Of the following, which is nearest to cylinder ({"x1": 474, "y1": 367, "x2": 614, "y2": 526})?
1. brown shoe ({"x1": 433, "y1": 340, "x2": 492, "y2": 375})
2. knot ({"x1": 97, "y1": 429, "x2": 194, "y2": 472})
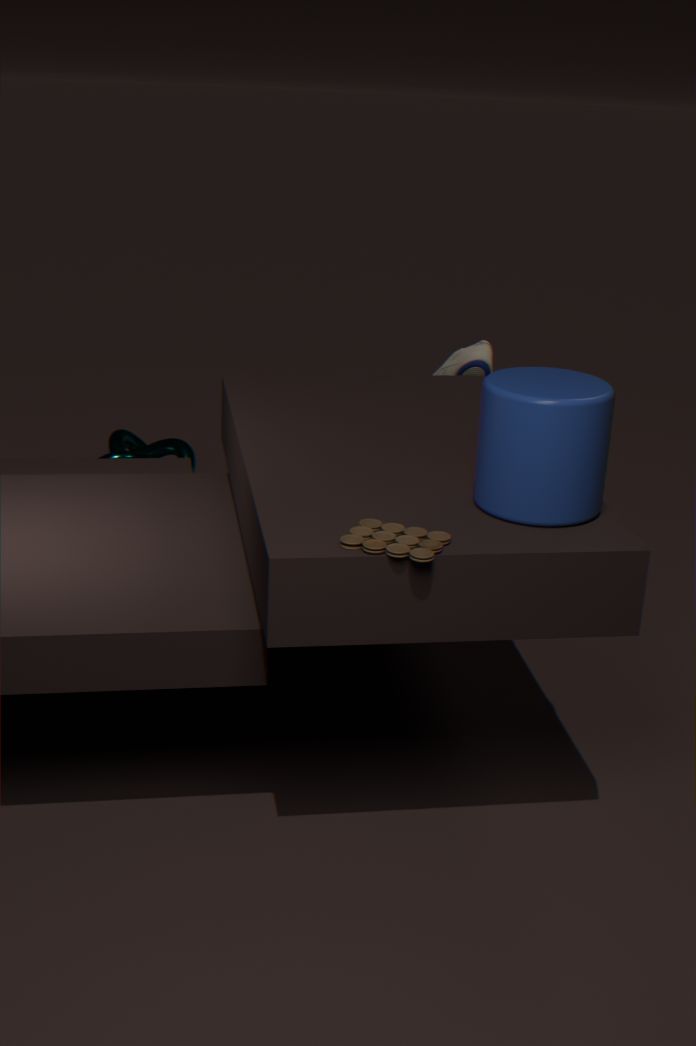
brown shoe ({"x1": 433, "y1": 340, "x2": 492, "y2": 375})
